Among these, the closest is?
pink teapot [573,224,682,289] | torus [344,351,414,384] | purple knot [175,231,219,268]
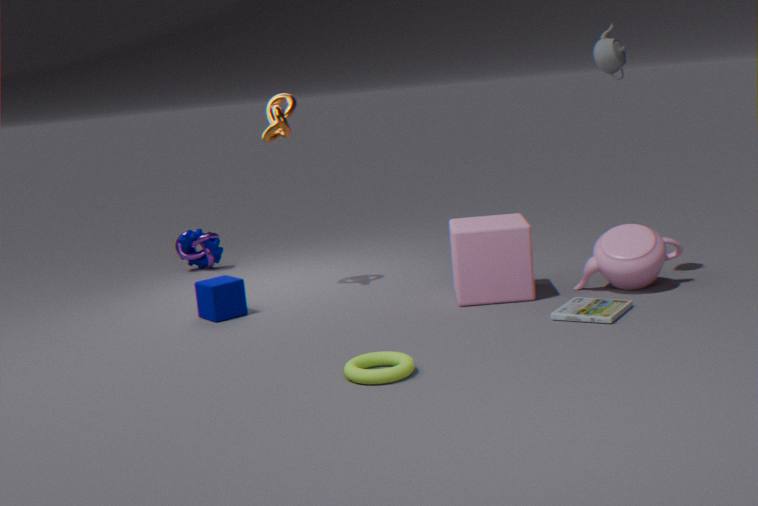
torus [344,351,414,384]
